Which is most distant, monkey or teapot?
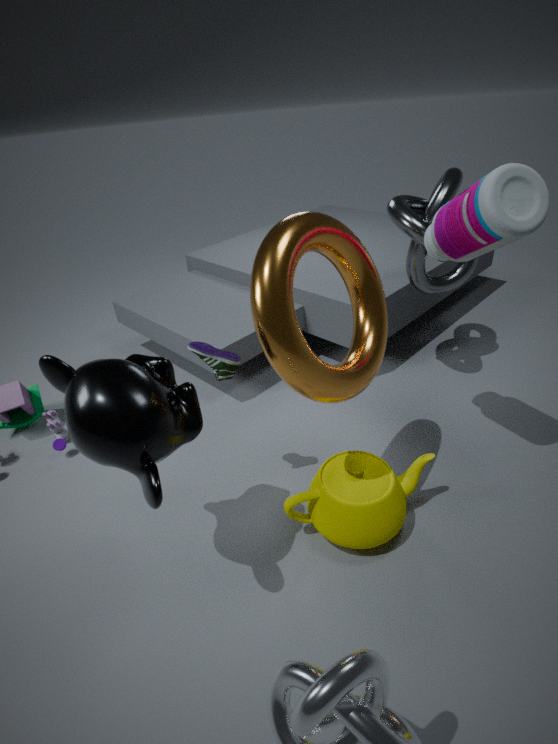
teapot
